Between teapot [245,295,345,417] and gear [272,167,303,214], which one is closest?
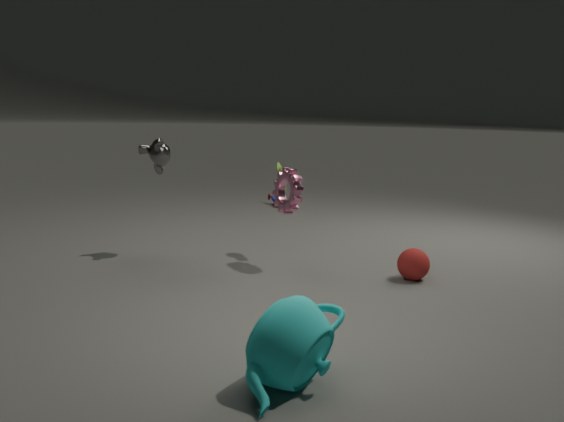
teapot [245,295,345,417]
